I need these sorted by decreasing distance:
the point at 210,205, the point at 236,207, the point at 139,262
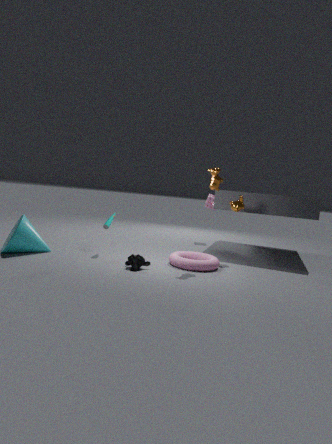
1. the point at 210,205
2. the point at 236,207
3. the point at 139,262
